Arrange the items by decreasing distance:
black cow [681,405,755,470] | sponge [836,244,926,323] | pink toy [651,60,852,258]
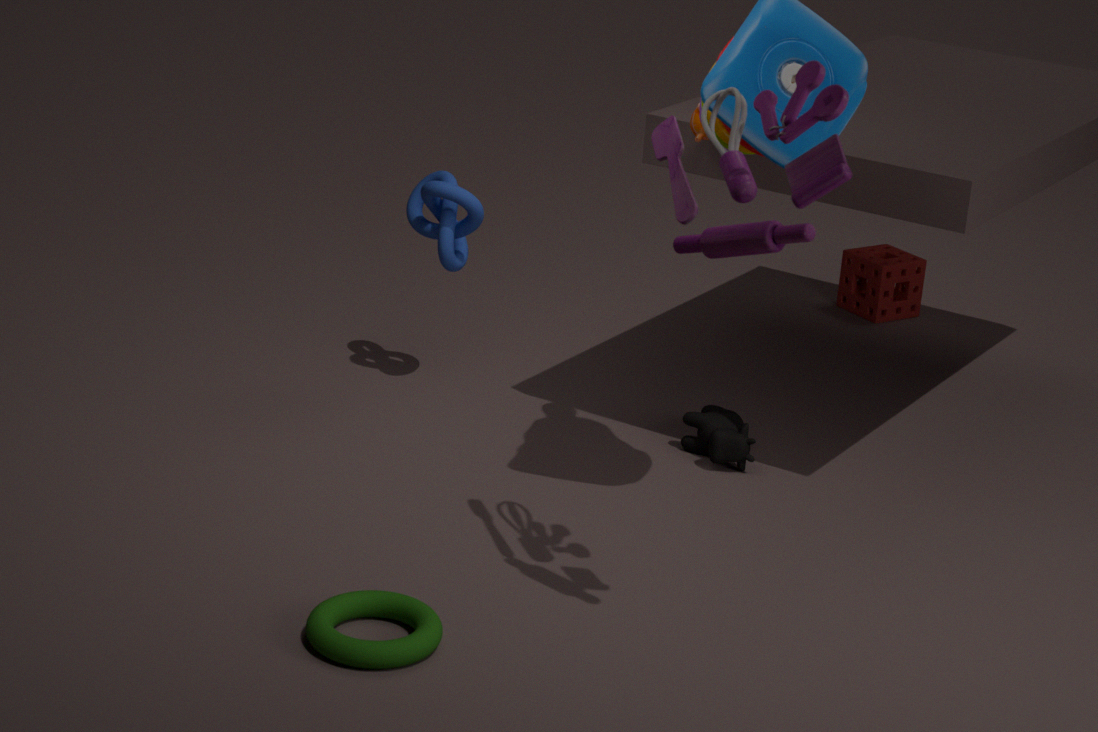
sponge [836,244,926,323] → black cow [681,405,755,470] → pink toy [651,60,852,258]
